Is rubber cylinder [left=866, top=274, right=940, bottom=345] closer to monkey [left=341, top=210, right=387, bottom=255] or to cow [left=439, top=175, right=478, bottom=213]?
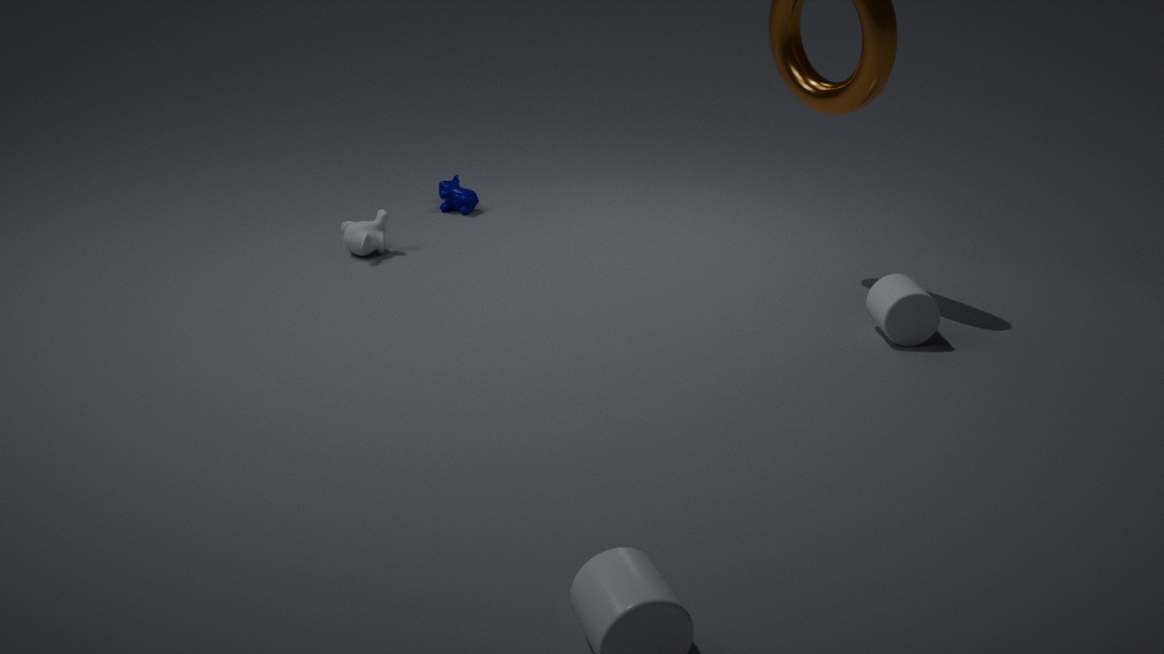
monkey [left=341, top=210, right=387, bottom=255]
